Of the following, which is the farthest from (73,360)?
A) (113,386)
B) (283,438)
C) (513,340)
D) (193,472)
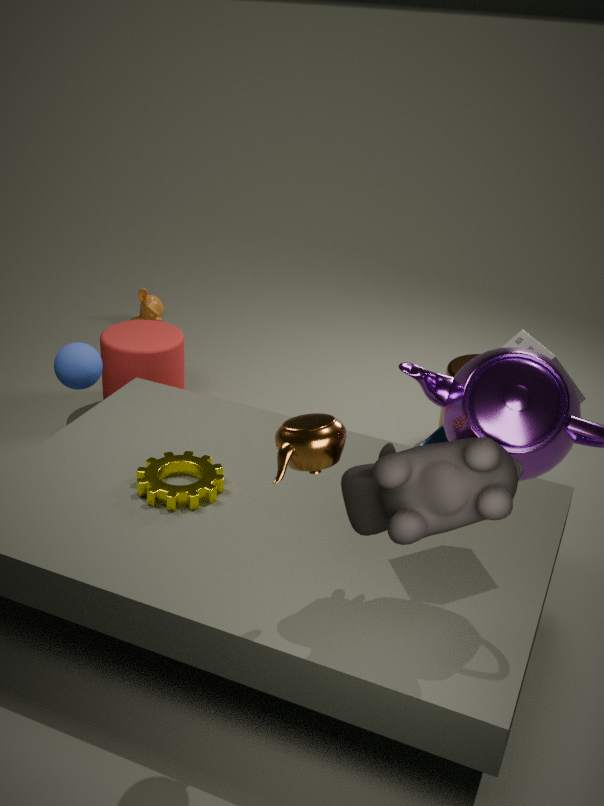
(513,340)
